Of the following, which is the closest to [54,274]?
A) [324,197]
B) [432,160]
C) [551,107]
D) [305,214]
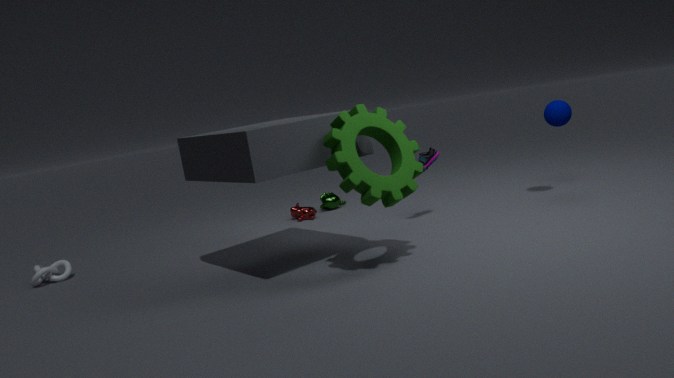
[305,214]
